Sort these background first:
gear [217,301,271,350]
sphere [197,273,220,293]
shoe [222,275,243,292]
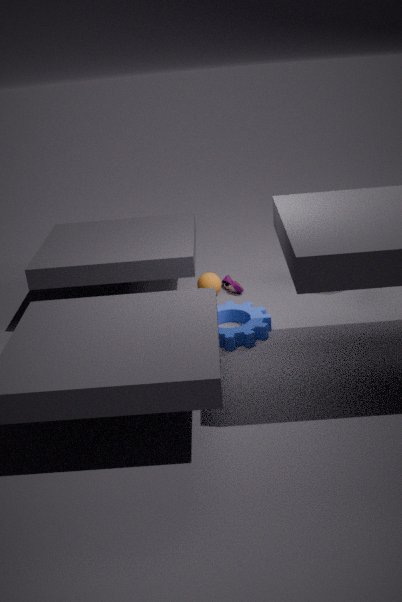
shoe [222,275,243,292], sphere [197,273,220,293], gear [217,301,271,350]
